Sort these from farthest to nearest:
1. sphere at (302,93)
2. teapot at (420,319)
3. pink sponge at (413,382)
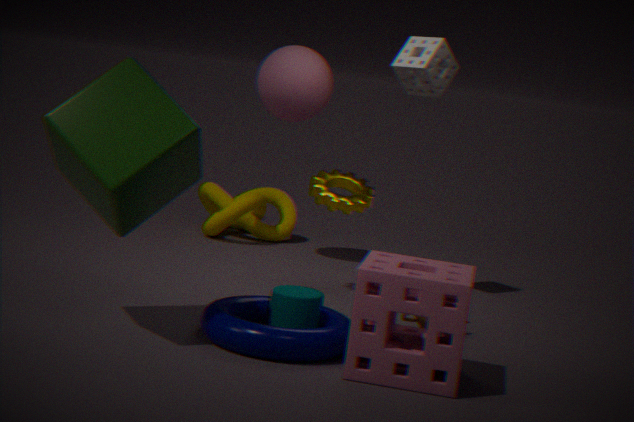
1. sphere at (302,93)
2. teapot at (420,319)
3. pink sponge at (413,382)
